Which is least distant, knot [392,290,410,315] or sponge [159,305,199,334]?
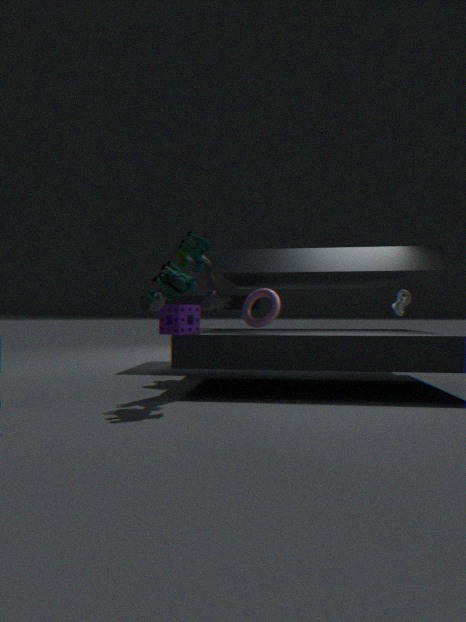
sponge [159,305,199,334]
